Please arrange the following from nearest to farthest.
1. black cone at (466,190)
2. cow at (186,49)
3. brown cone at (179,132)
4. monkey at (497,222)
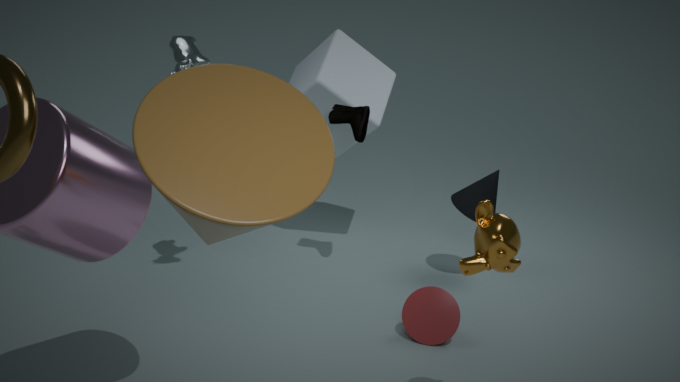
1. brown cone at (179,132)
2. monkey at (497,222)
3. cow at (186,49)
4. black cone at (466,190)
